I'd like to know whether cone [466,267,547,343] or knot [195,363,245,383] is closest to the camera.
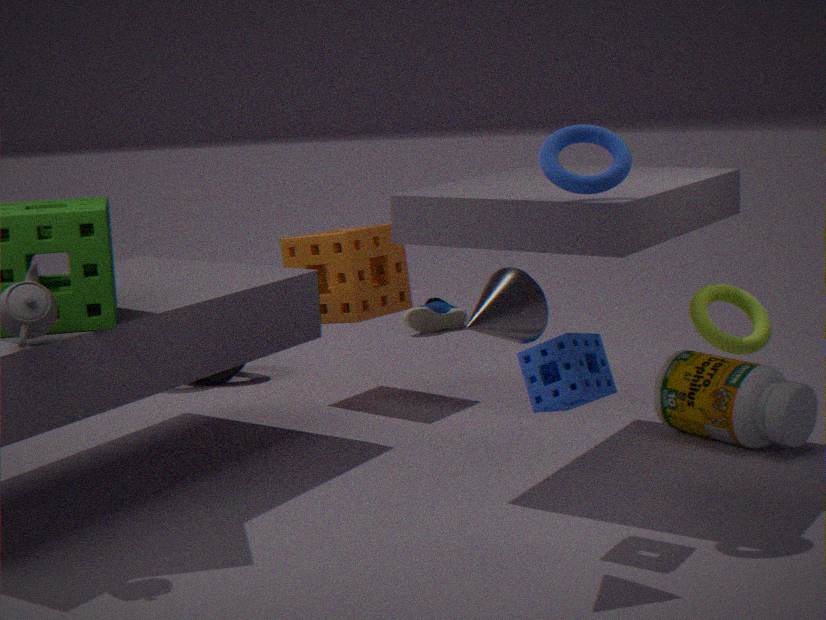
cone [466,267,547,343]
